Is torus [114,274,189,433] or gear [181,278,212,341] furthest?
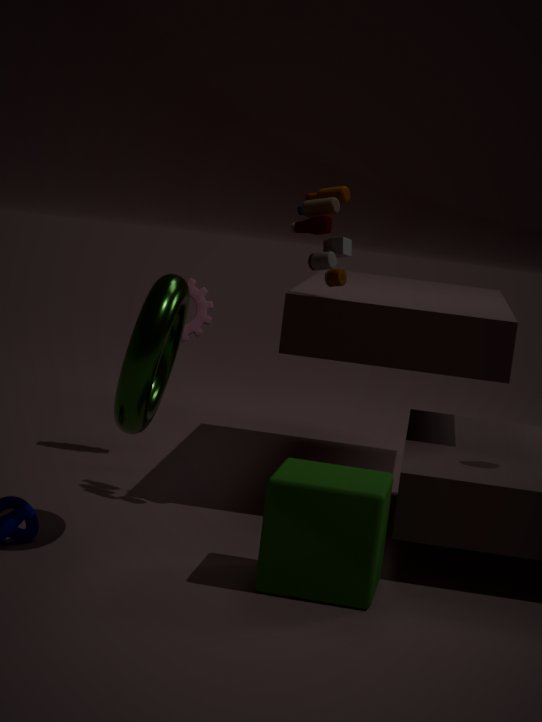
gear [181,278,212,341]
